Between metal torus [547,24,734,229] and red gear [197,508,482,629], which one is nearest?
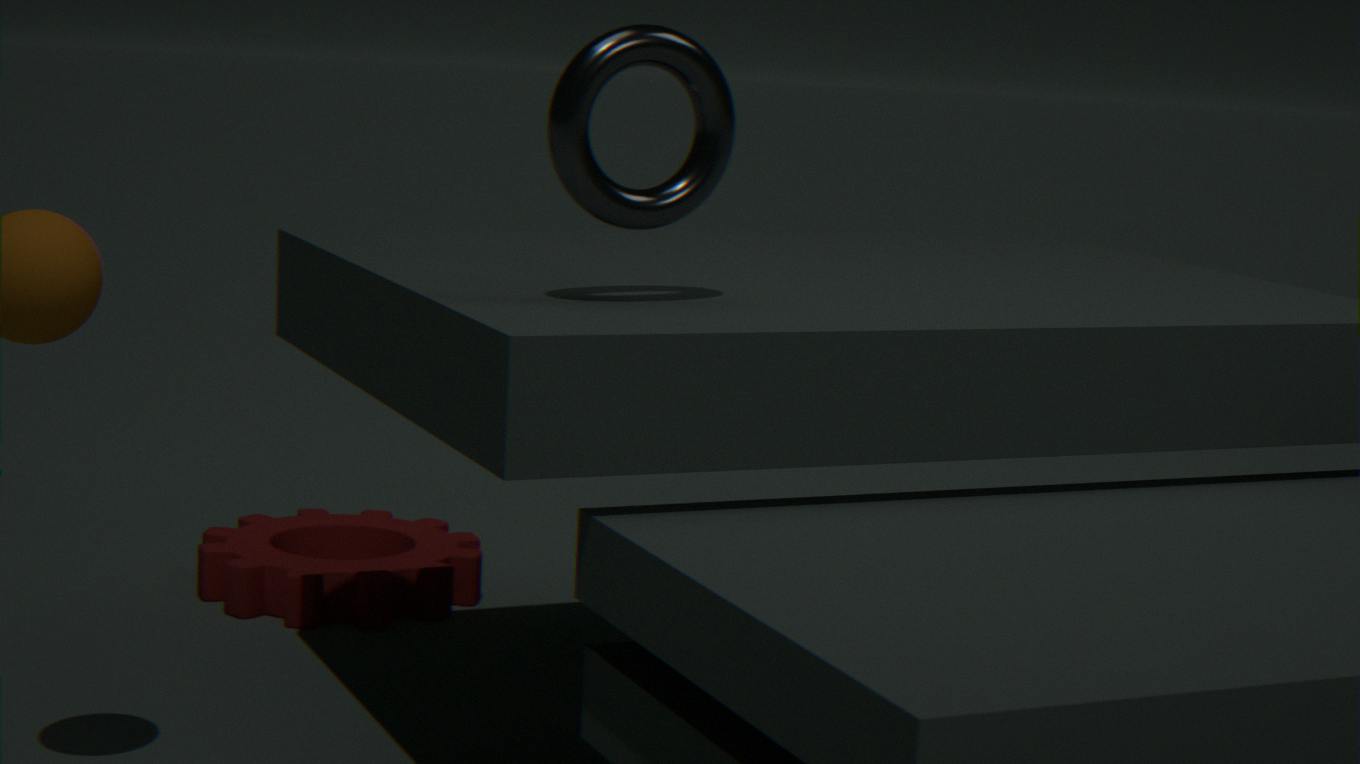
metal torus [547,24,734,229]
